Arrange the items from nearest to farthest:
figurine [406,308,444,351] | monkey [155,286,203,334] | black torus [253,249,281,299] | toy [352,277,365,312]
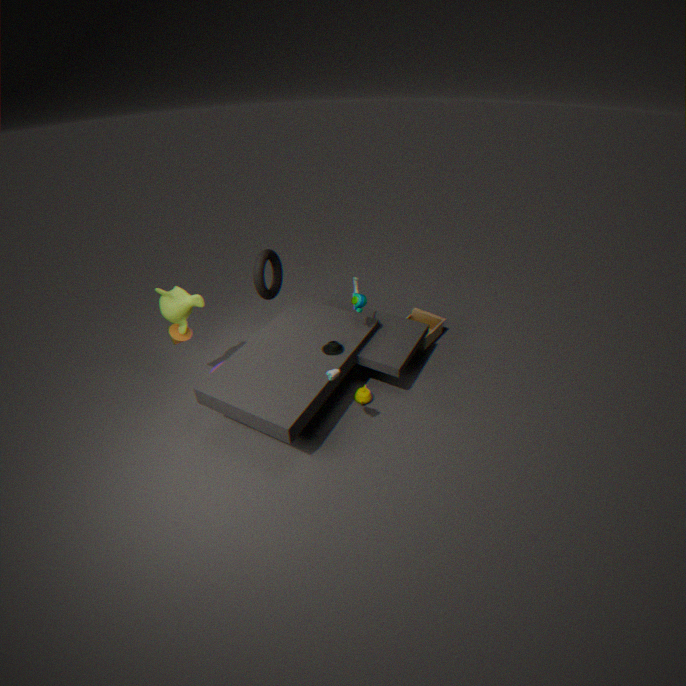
monkey [155,286,203,334], toy [352,277,365,312], black torus [253,249,281,299], figurine [406,308,444,351]
